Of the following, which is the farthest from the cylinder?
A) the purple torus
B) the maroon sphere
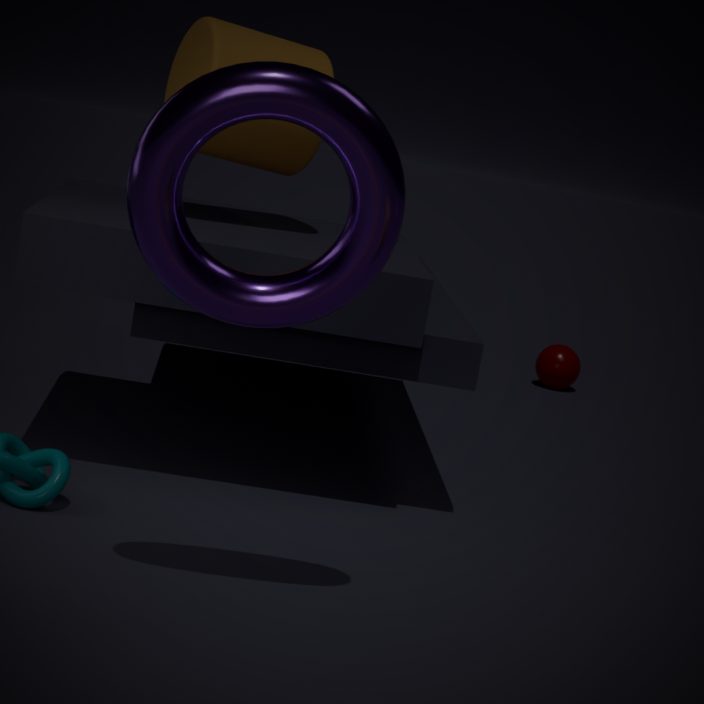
the maroon sphere
